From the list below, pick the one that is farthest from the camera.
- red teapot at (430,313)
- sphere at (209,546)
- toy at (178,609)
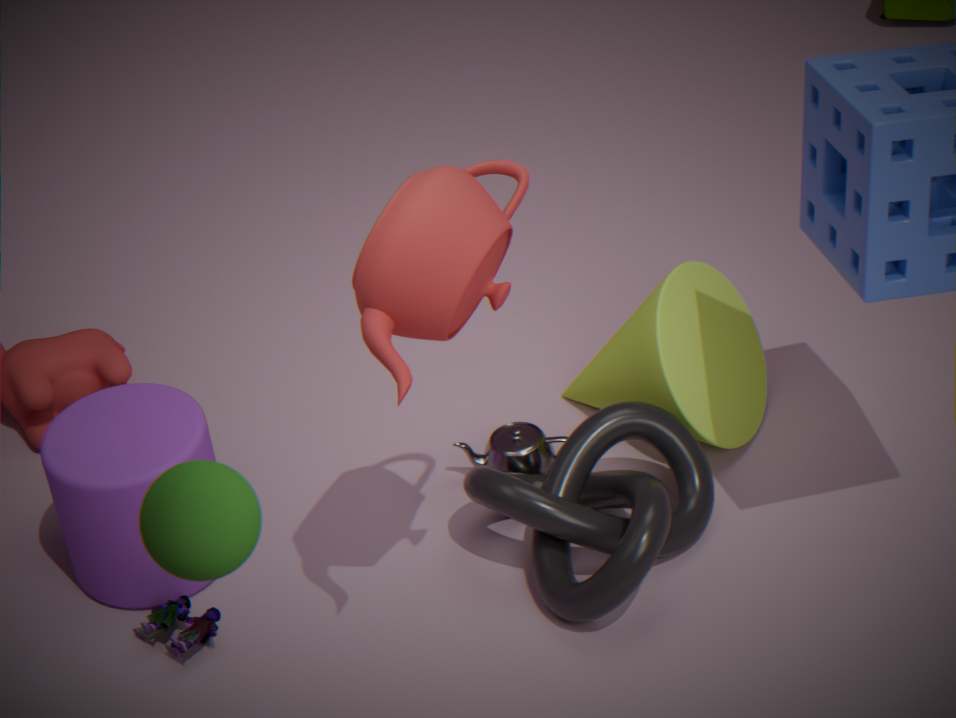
toy at (178,609)
